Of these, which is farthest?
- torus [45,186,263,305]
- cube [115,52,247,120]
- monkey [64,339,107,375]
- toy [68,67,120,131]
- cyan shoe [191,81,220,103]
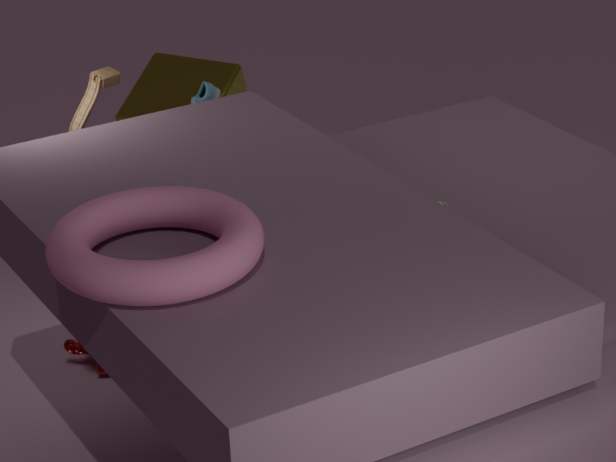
cube [115,52,247,120]
